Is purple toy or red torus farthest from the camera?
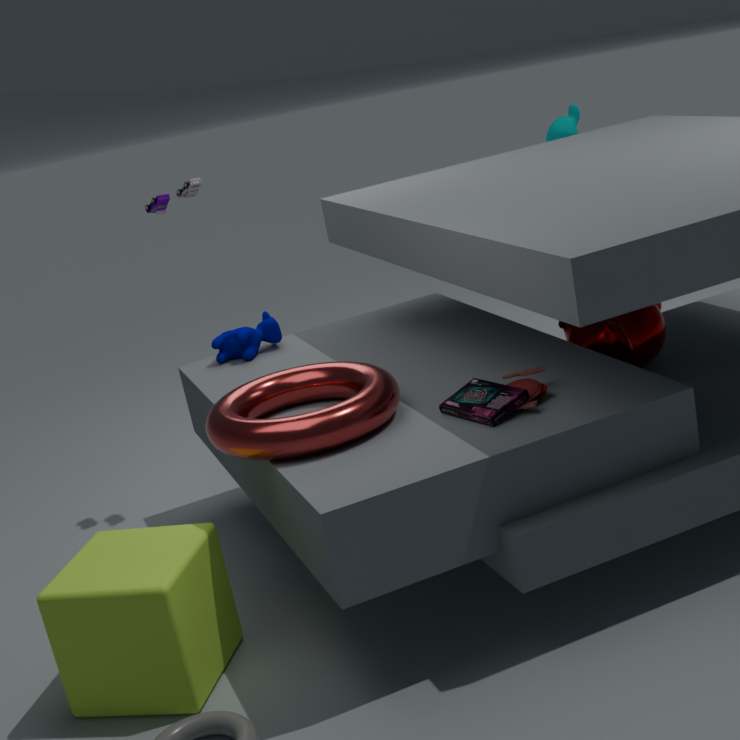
purple toy
